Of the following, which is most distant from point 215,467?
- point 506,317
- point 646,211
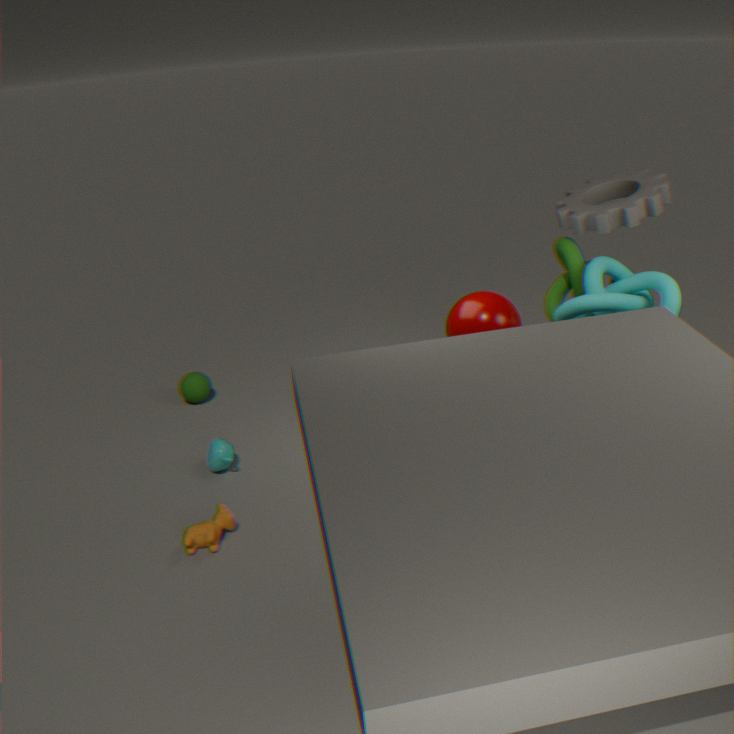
point 646,211
